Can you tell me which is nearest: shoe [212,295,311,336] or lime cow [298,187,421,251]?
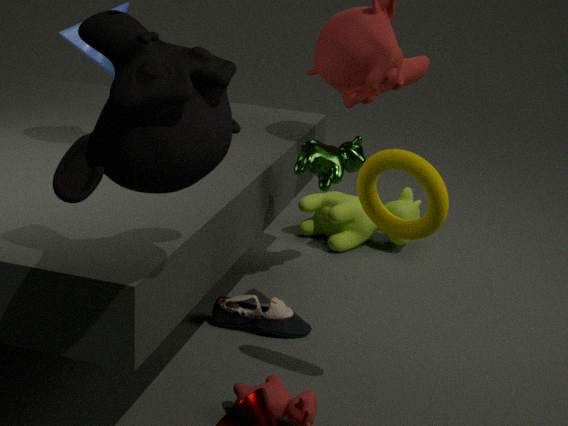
shoe [212,295,311,336]
